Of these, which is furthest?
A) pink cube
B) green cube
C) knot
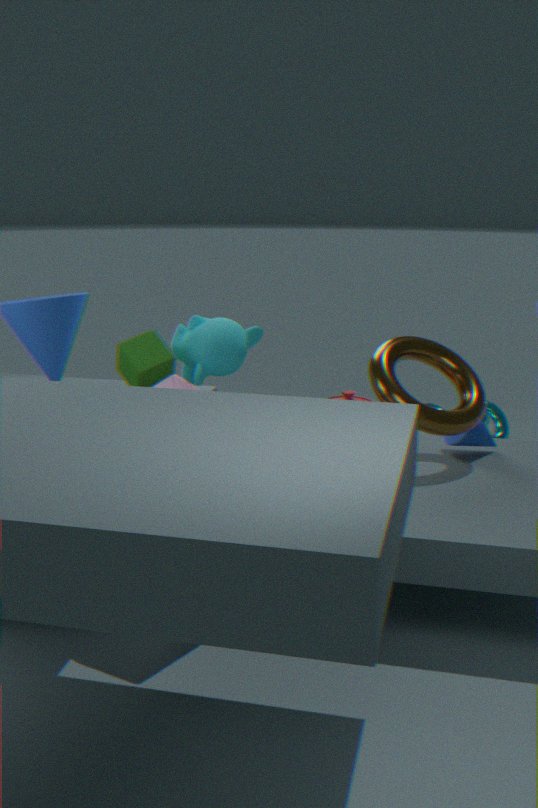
knot
